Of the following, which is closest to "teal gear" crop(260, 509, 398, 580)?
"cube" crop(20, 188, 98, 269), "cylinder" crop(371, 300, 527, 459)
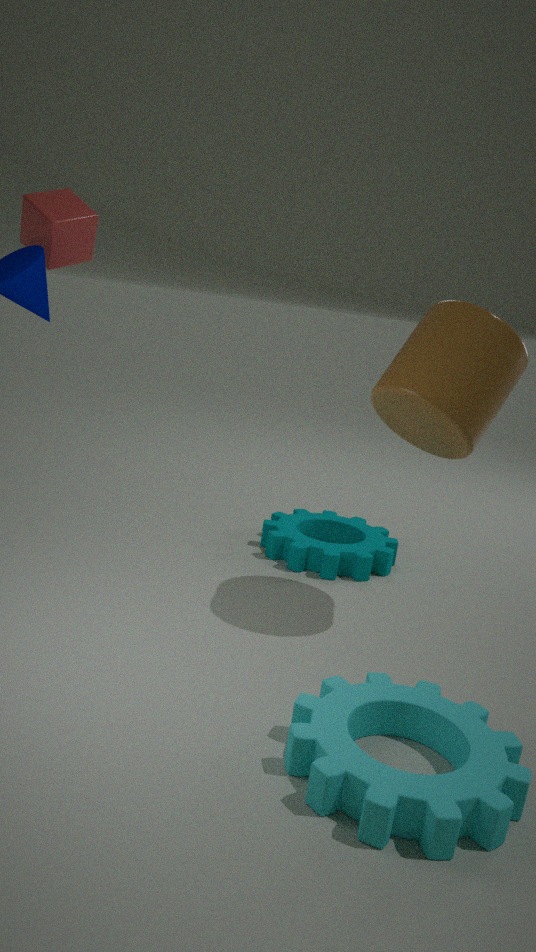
"cylinder" crop(371, 300, 527, 459)
